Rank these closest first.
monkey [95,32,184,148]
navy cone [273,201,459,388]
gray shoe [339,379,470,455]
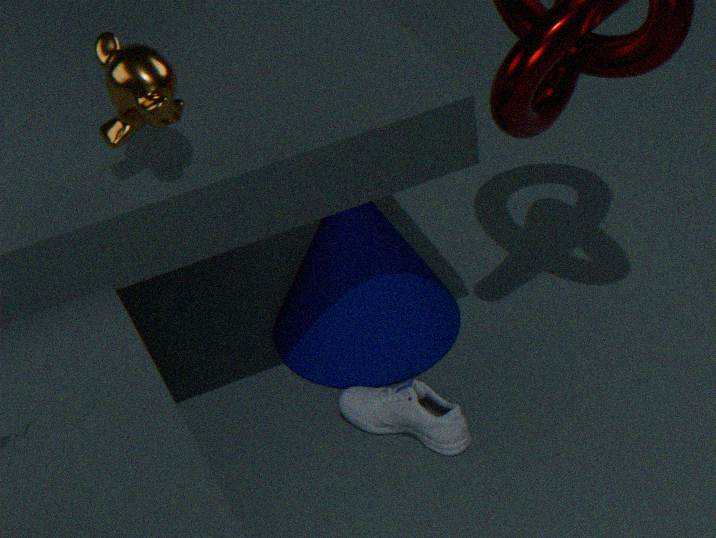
monkey [95,32,184,148] < gray shoe [339,379,470,455] < navy cone [273,201,459,388]
